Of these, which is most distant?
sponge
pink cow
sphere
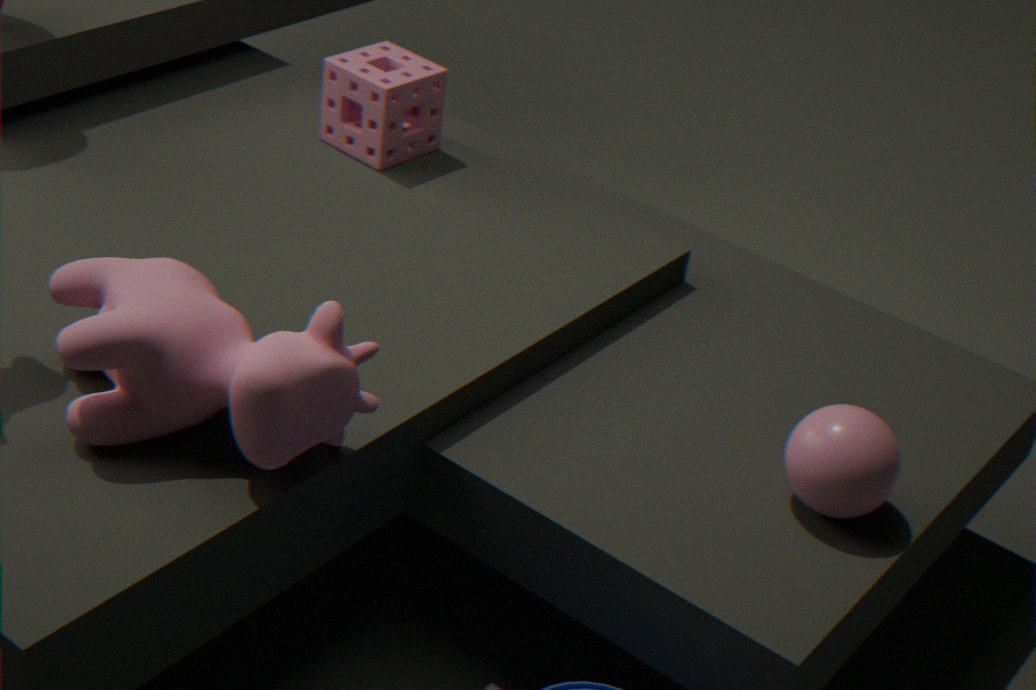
sponge
